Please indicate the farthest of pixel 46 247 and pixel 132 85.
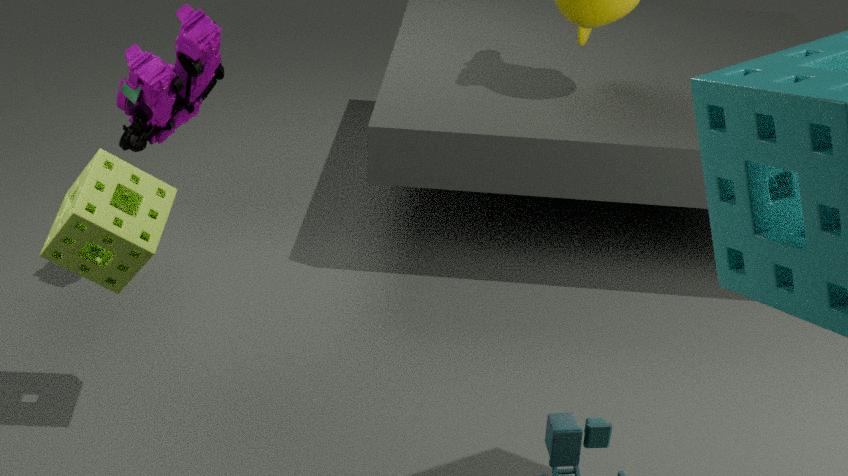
pixel 132 85
